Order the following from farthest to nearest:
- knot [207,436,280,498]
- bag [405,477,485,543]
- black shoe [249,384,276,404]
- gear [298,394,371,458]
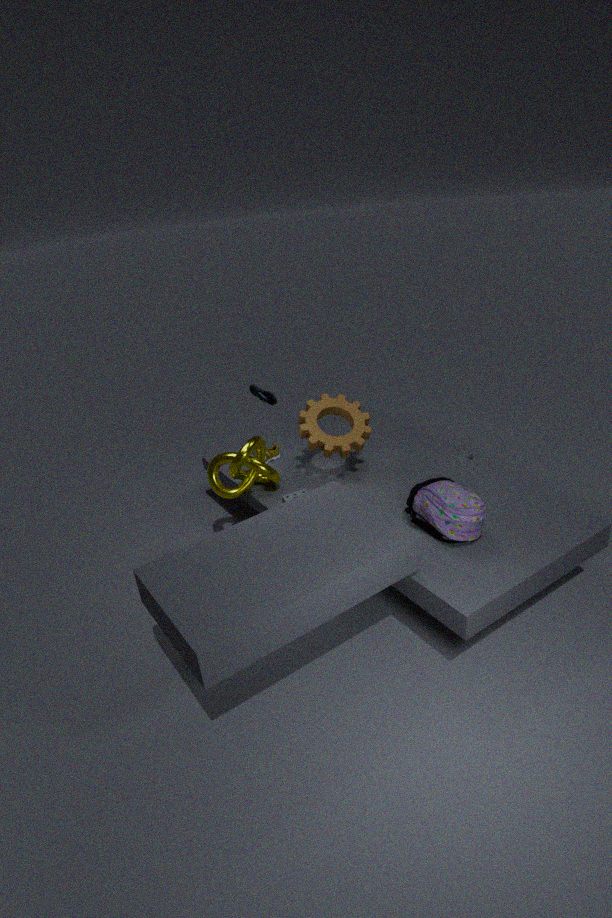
gear [298,394,371,458] → black shoe [249,384,276,404] → knot [207,436,280,498] → bag [405,477,485,543]
